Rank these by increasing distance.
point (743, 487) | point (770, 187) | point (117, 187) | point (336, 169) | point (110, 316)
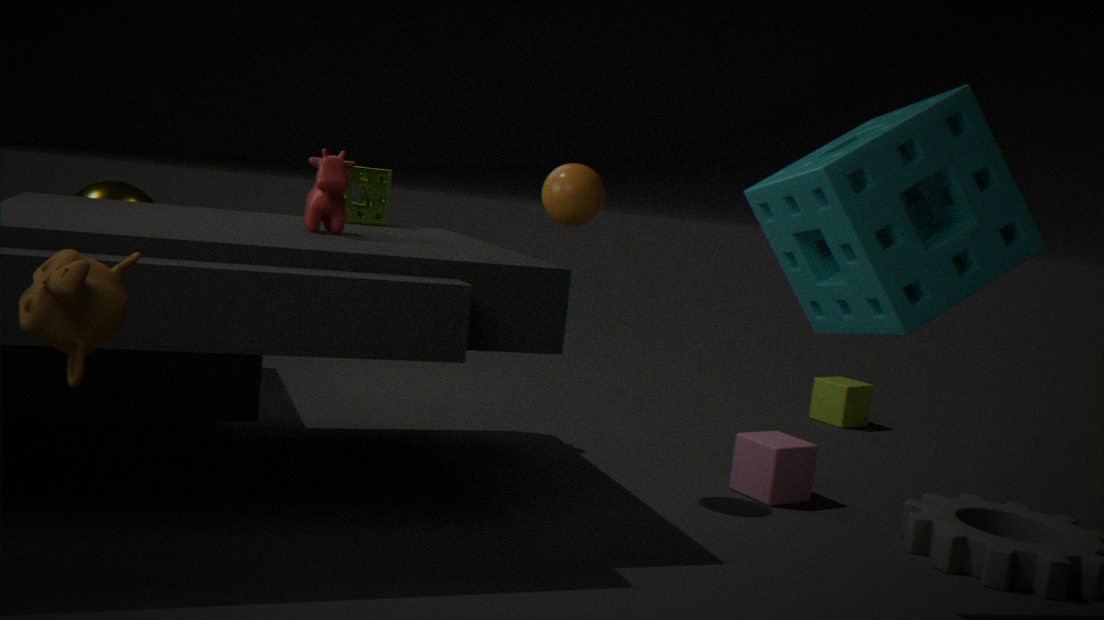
point (110, 316), point (770, 187), point (336, 169), point (743, 487), point (117, 187)
